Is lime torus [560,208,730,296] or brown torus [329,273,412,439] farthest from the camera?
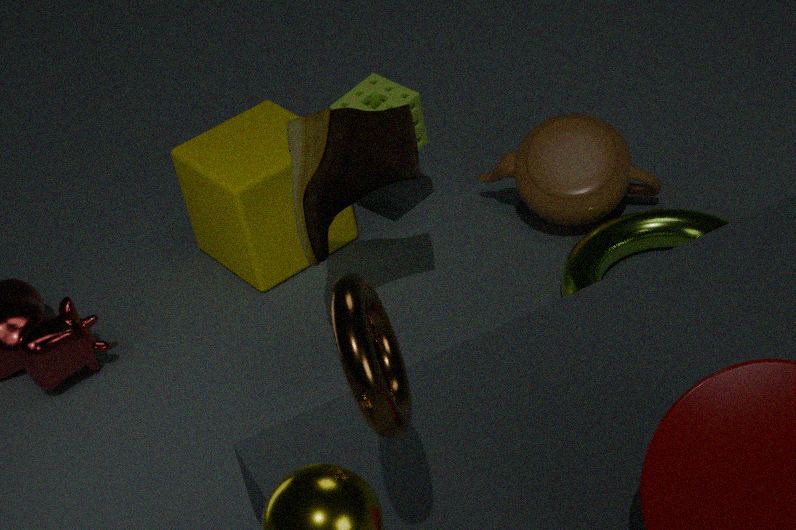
lime torus [560,208,730,296]
